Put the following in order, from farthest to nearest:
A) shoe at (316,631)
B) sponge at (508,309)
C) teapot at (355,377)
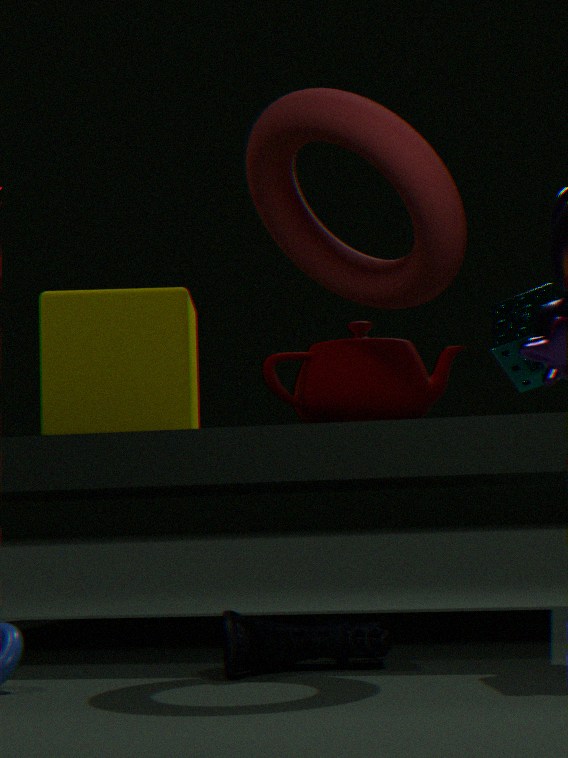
sponge at (508,309) → teapot at (355,377) → shoe at (316,631)
